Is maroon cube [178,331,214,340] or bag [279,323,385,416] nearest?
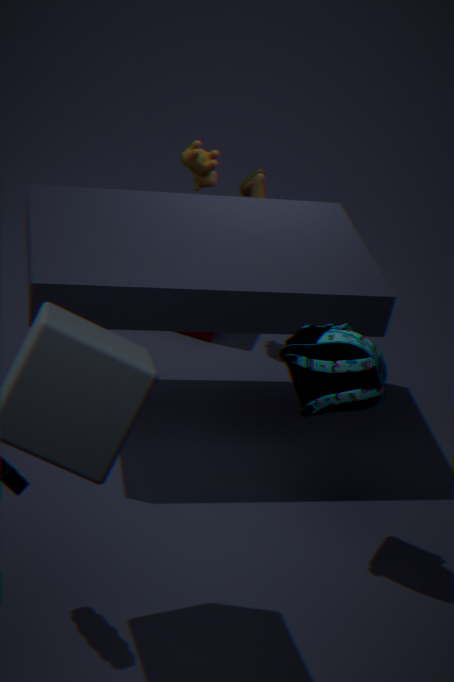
bag [279,323,385,416]
